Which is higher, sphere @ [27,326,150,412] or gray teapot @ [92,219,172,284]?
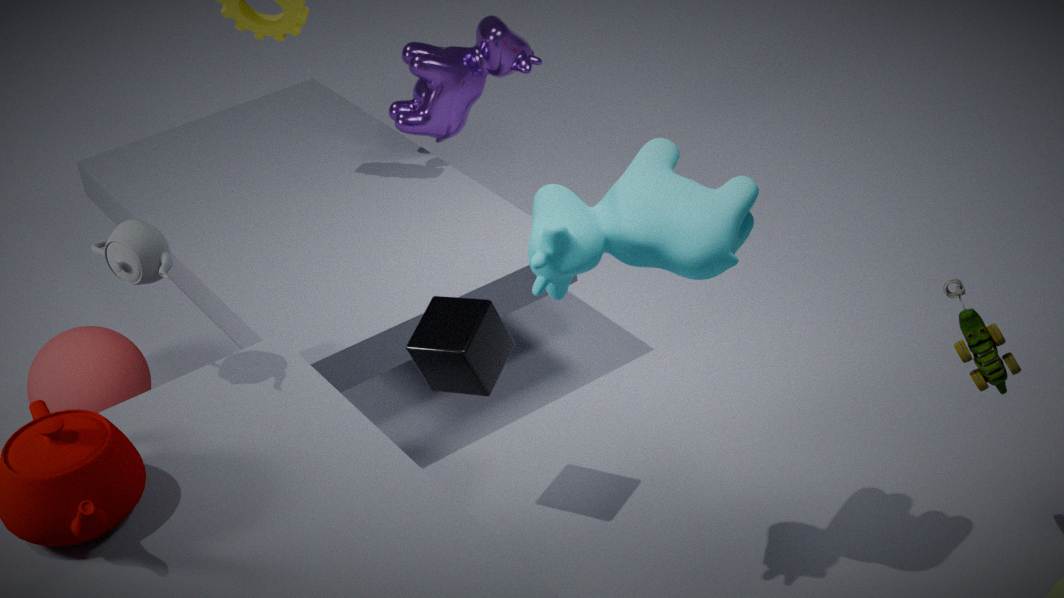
gray teapot @ [92,219,172,284]
